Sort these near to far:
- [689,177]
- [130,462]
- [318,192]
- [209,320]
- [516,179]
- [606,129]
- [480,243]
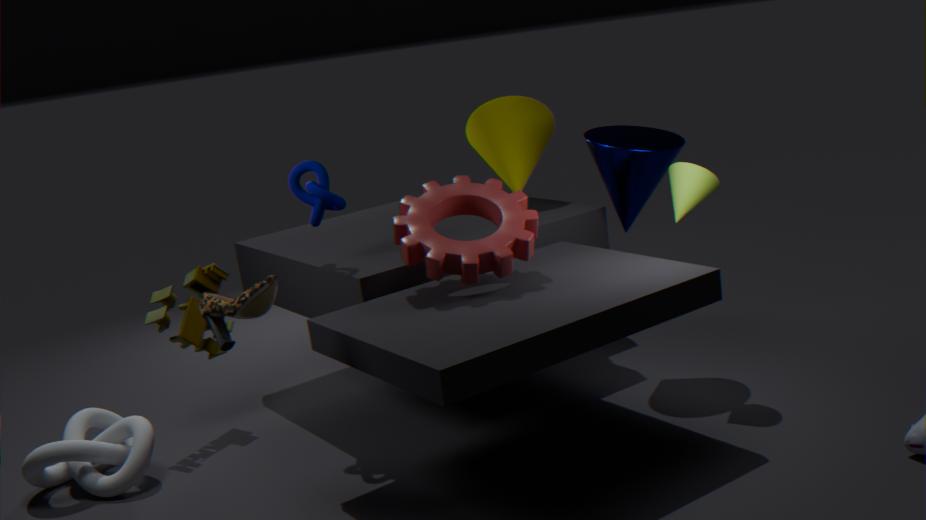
[209,320], [480,243], [130,462], [318,192], [689,177], [606,129], [516,179]
